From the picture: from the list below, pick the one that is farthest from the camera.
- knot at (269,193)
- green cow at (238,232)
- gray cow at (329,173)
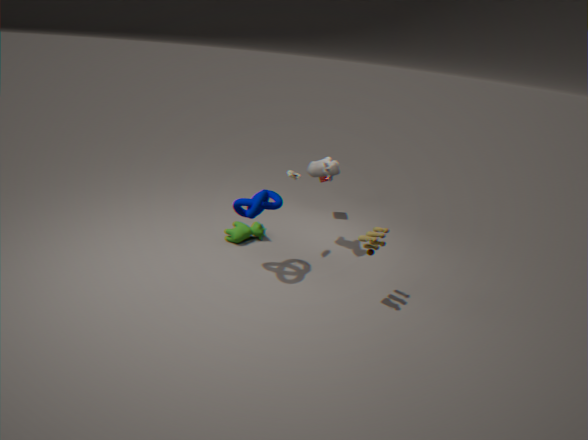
green cow at (238,232)
